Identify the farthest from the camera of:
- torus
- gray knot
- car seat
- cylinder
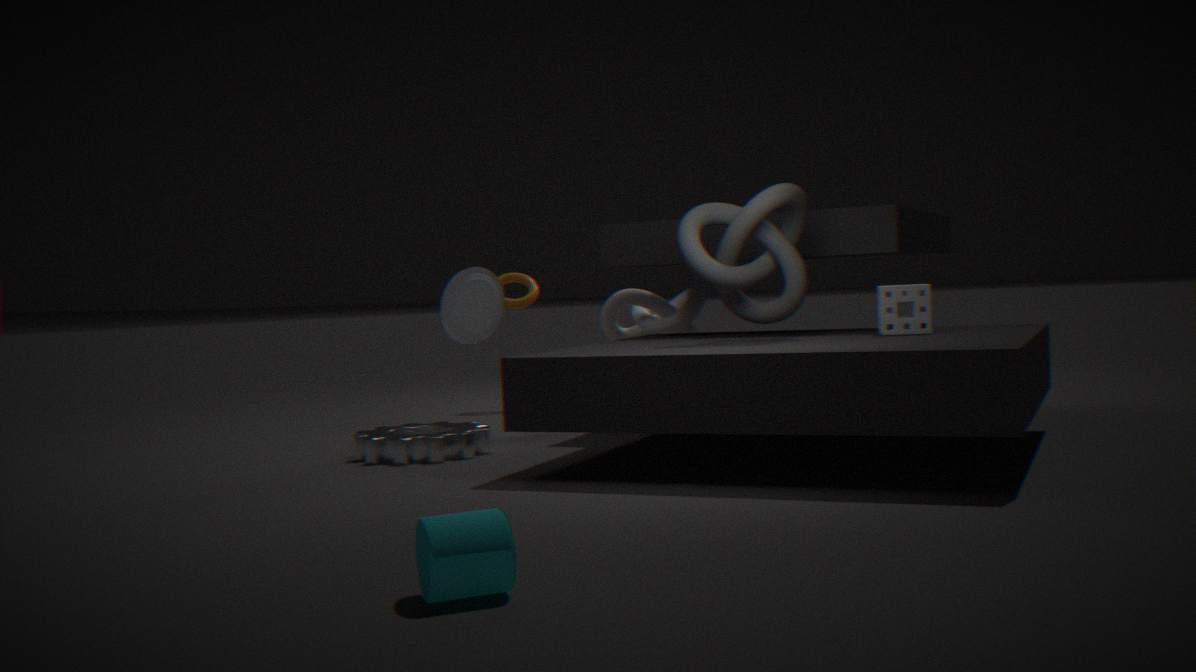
torus
